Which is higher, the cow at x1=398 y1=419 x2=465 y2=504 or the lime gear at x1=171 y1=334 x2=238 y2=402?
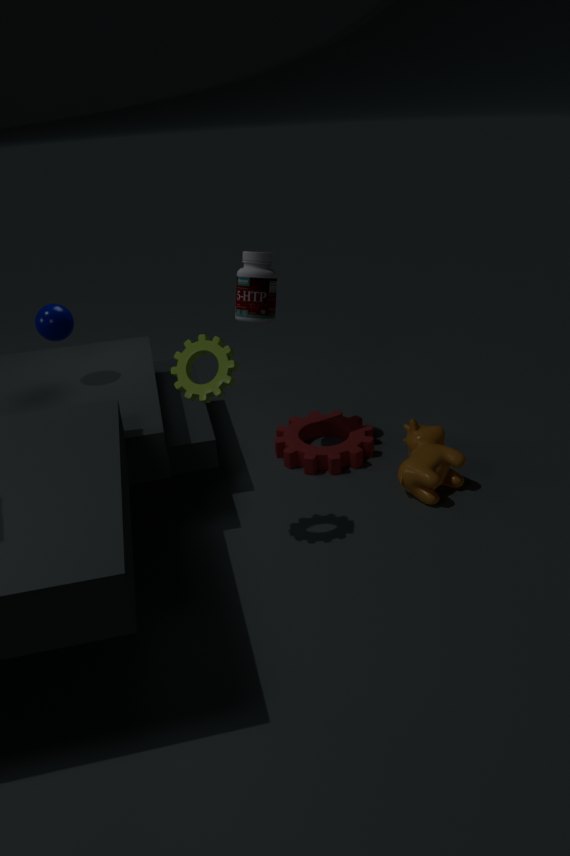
the lime gear at x1=171 y1=334 x2=238 y2=402
